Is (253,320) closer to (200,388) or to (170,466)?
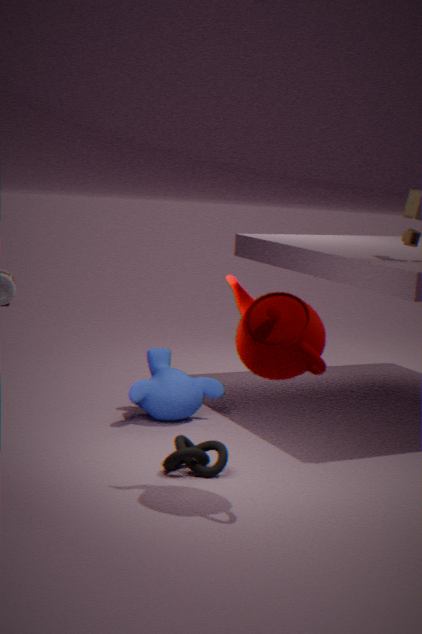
(170,466)
